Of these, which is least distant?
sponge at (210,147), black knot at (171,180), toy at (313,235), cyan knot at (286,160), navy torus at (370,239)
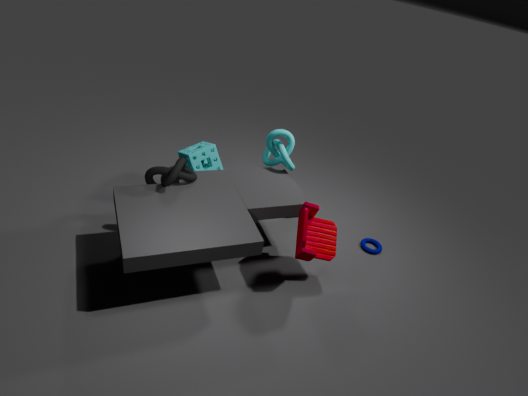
toy at (313,235)
